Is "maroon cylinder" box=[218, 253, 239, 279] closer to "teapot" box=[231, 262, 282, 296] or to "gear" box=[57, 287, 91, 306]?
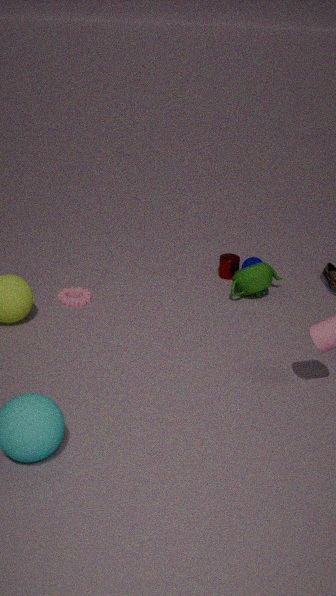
"teapot" box=[231, 262, 282, 296]
